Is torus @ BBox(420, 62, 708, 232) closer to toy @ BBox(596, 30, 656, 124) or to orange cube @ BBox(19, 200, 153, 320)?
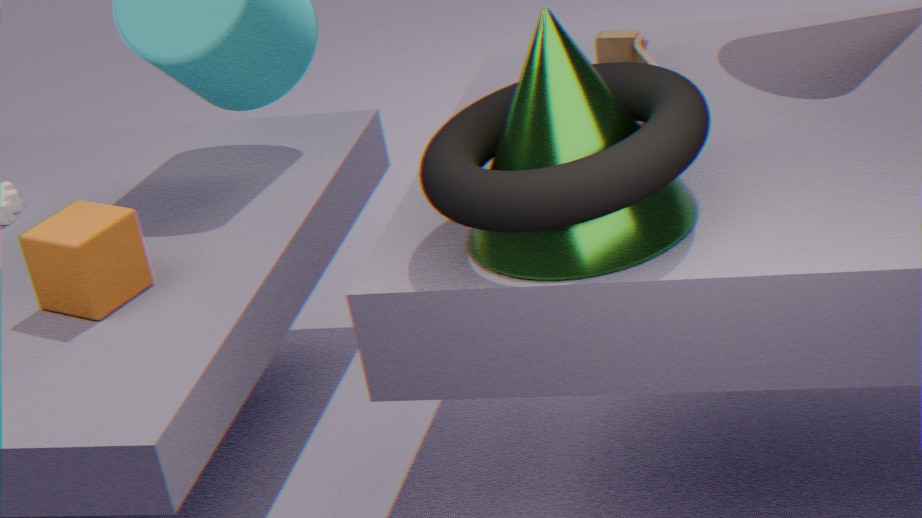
toy @ BBox(596, 30, 656, 124)
